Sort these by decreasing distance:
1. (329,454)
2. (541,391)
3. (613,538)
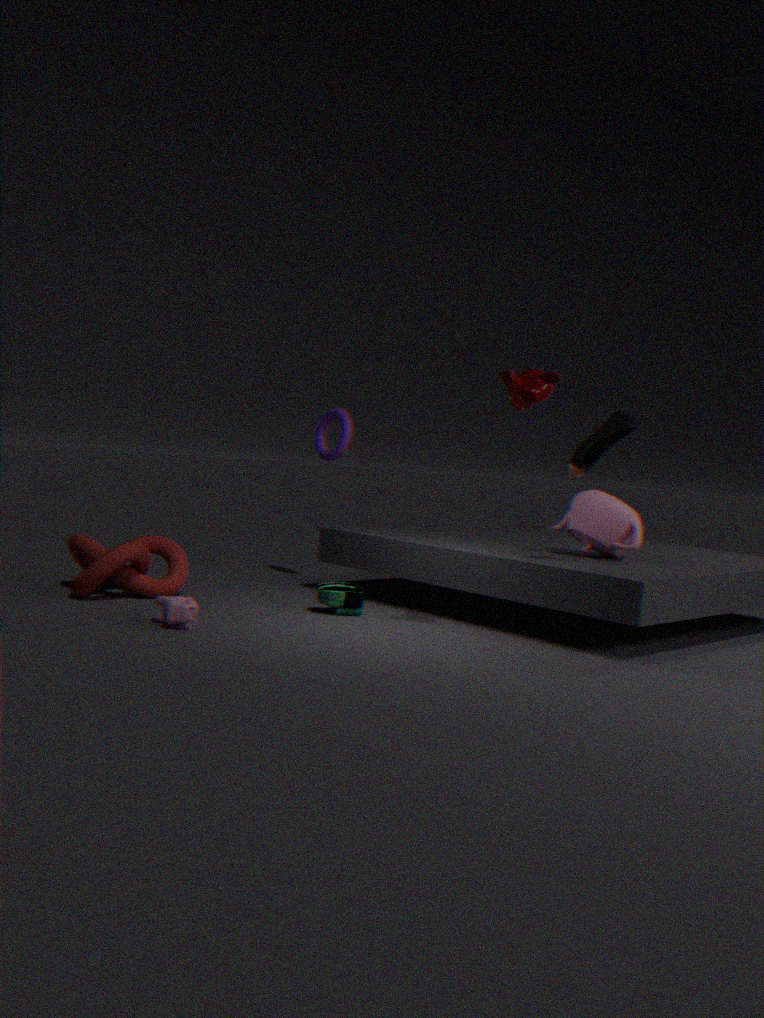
(329,454) → (613,538) → (541,391)
